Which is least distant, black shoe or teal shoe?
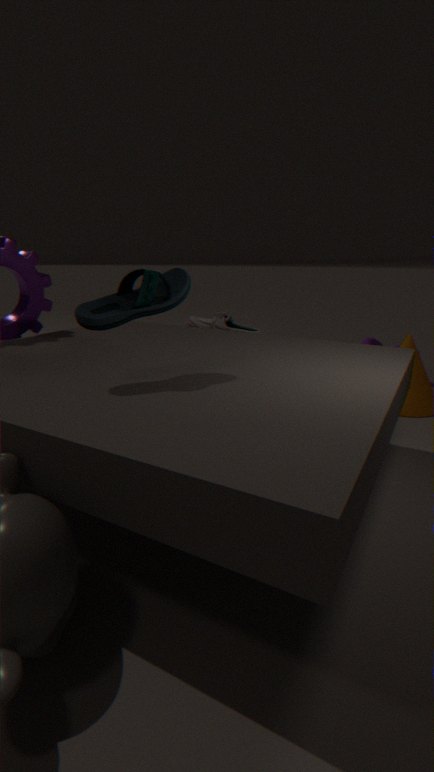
teal shoe
